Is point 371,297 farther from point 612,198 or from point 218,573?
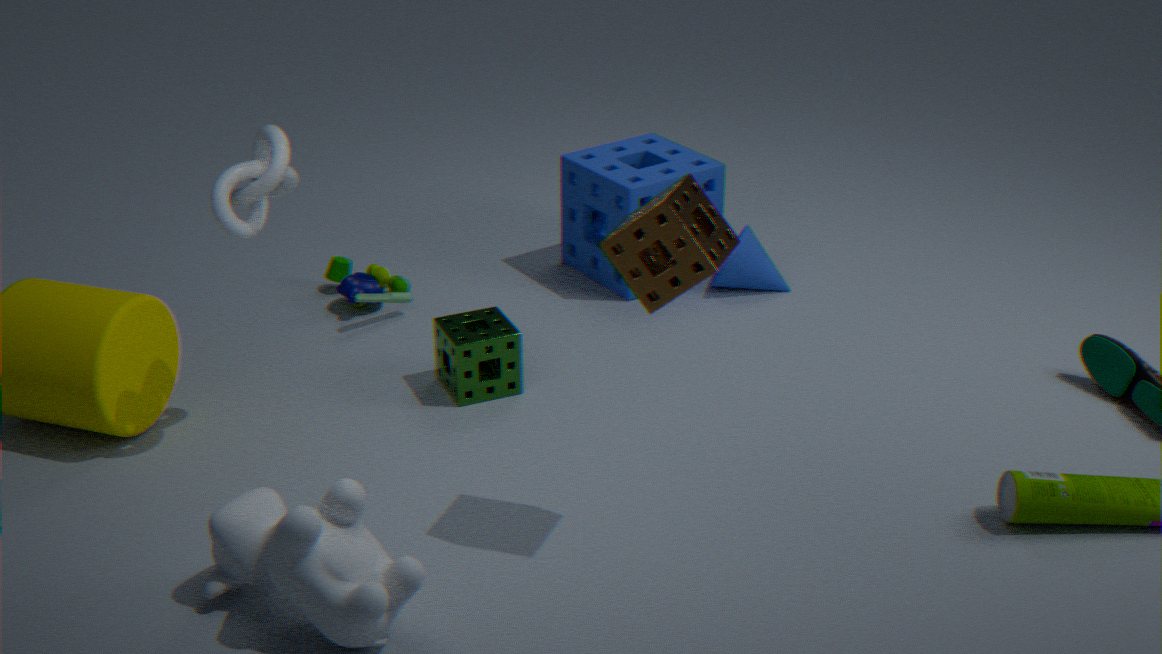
point 218,573
